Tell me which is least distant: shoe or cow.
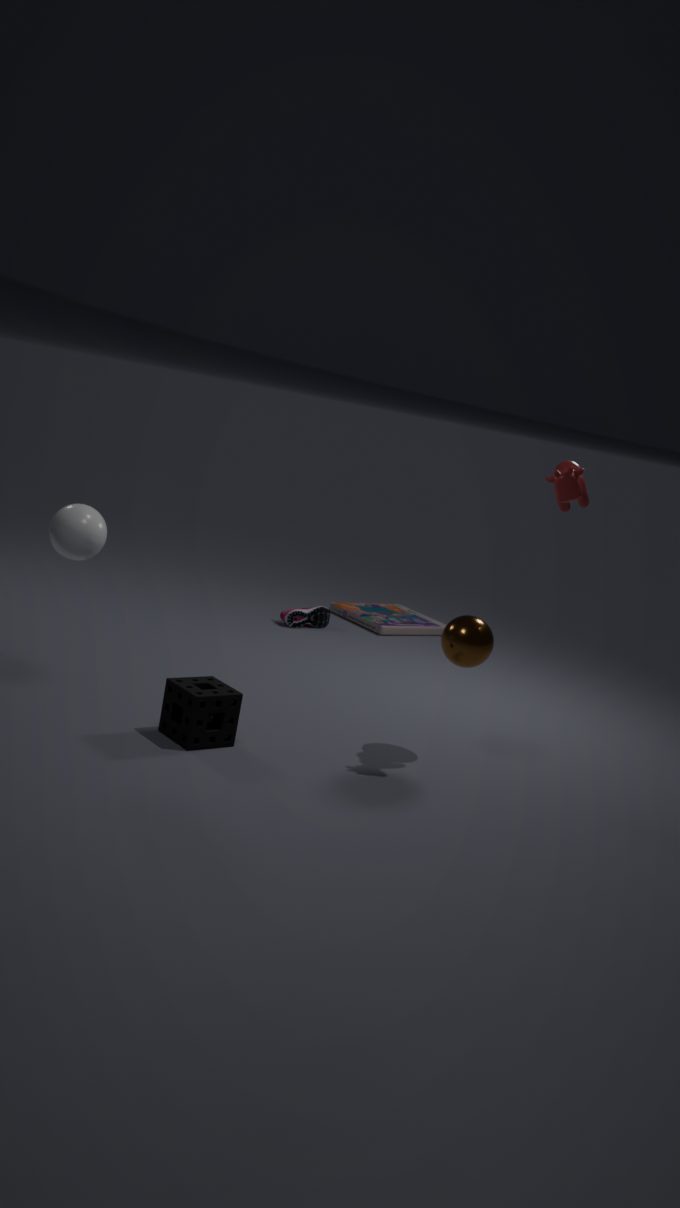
cow
